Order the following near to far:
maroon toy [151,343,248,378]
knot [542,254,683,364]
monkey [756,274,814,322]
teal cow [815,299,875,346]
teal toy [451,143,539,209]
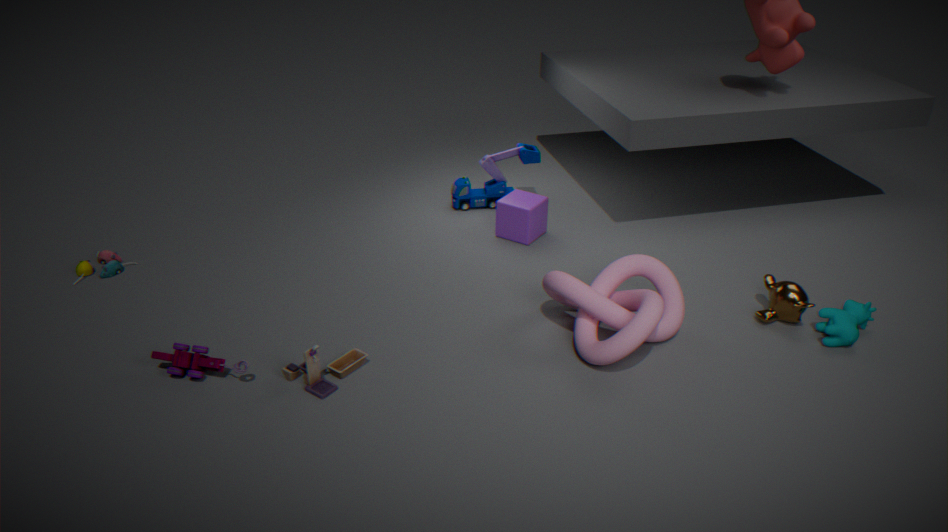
1. maroon toy [151,343,248,378]
2. knot [542,254,683,364]
3. teal cow [815,299,875,346]
4. monkey [756,274,814,322]
5. teal toy [451,143,539,209]
